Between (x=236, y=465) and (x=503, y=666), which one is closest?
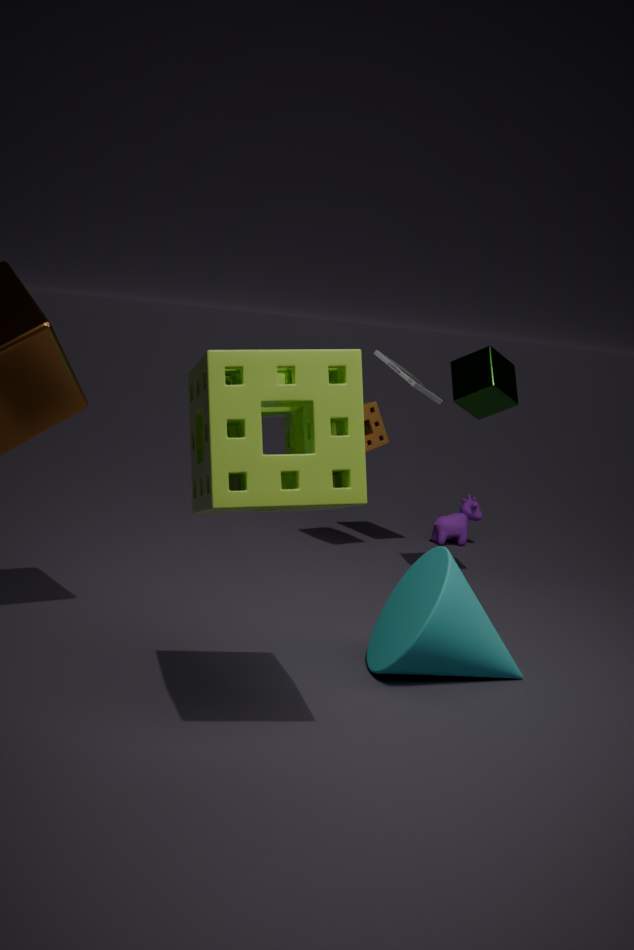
(x=236, y=465)
